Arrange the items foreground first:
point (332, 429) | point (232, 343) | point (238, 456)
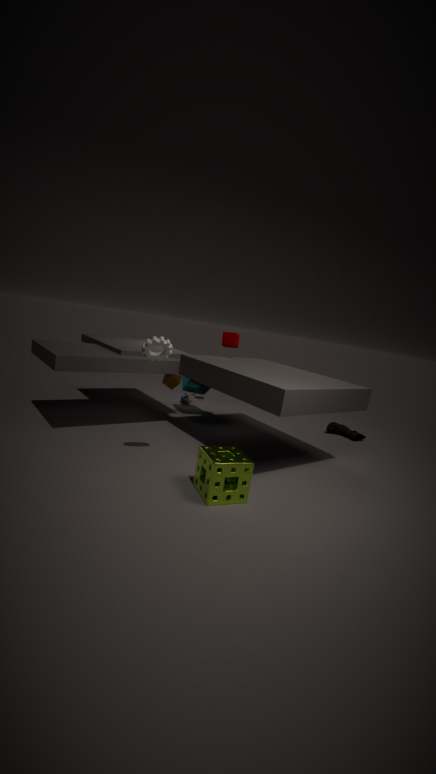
point (238, 456), point (232, 343), point (332, 429)
